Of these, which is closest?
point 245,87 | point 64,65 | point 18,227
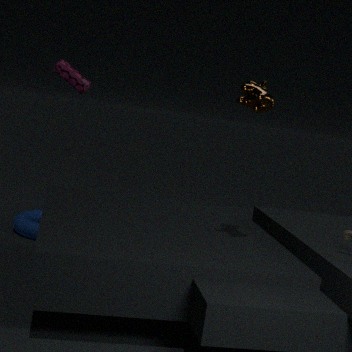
point 245,87
